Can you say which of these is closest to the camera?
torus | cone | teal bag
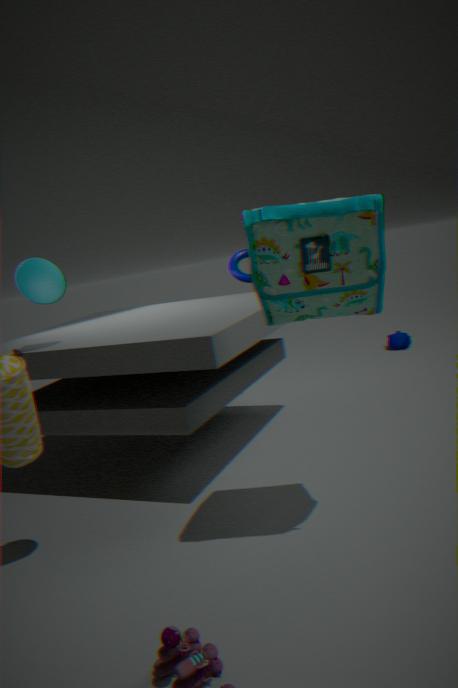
teal bag
